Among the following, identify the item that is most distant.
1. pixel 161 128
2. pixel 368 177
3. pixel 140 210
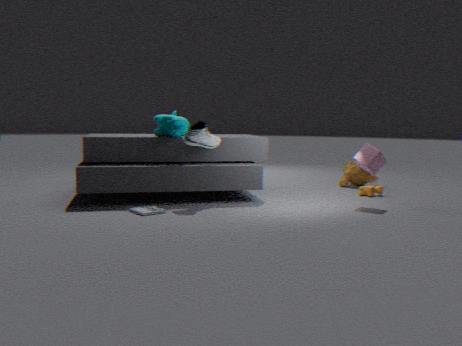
pixel 368 177
